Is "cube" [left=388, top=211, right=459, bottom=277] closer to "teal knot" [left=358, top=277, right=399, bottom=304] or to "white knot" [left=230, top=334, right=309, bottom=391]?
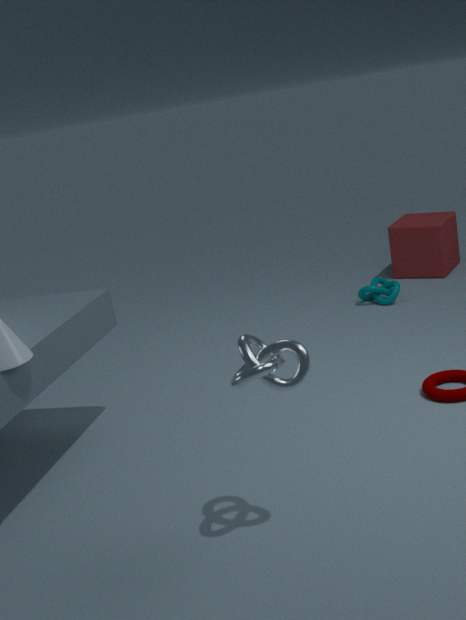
"teal knot" [left=358, top=277, right=399, bottom=304]
